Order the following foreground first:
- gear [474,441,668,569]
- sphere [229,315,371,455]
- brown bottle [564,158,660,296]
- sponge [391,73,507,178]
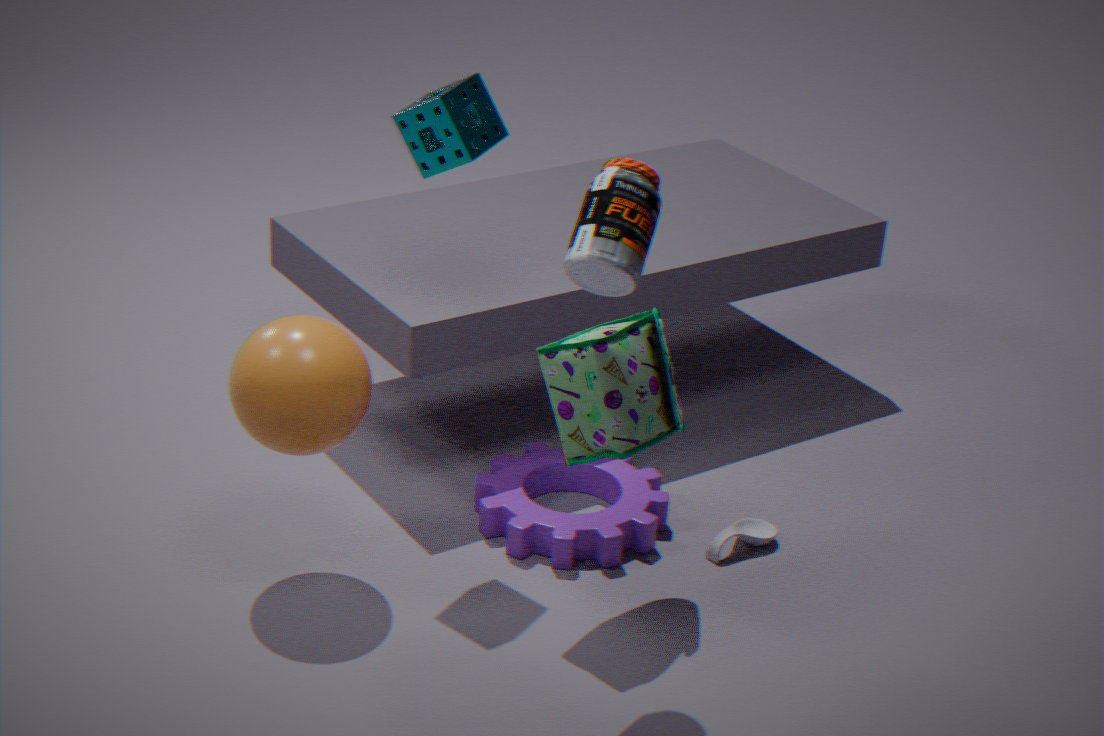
brown bottle [564,158,660,296] < sphere [229,315,371,455] < sponge [391,73,507,178] < gear [474,441,668,569]
